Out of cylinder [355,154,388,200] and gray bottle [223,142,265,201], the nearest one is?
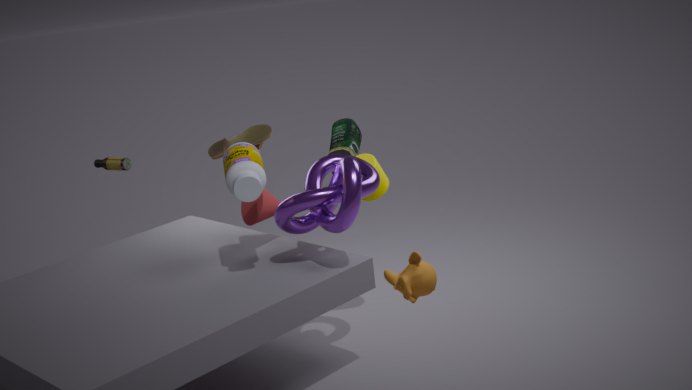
gray bottle [223,142,265,201]
